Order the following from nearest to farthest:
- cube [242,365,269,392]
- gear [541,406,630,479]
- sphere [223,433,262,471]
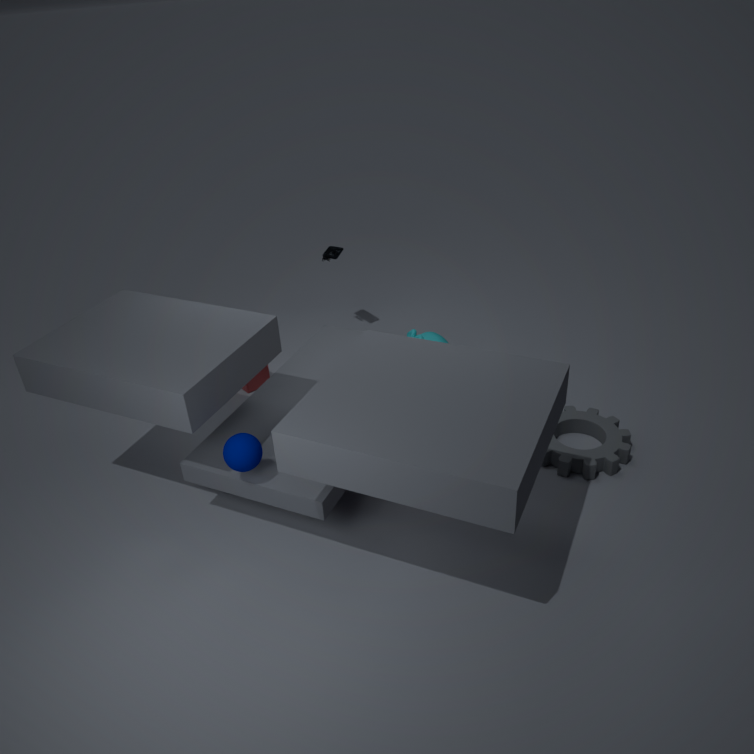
1. sphere [223,433,262,471]
2. gear [541,406,630,479]
3. cube [242,365,269,392]
